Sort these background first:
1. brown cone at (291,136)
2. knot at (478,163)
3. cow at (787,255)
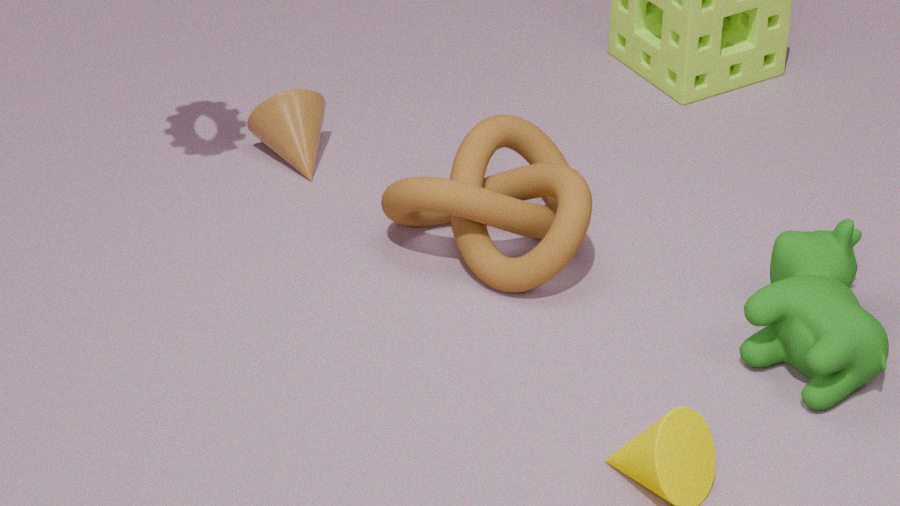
1. brown cone at (291,136)
2. knot at (478,163)
3. cow at (787,255)
